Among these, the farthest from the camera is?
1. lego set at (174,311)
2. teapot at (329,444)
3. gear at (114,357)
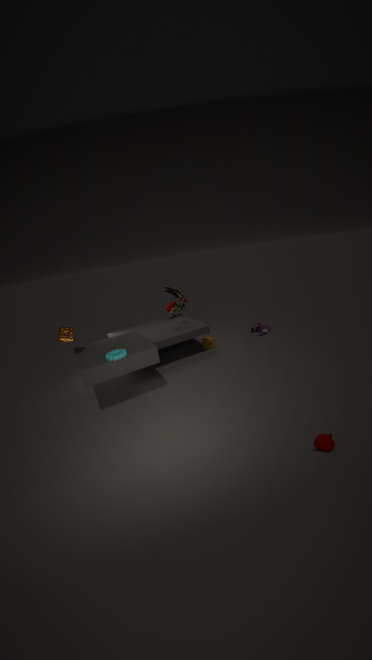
lego set at (174,311)
